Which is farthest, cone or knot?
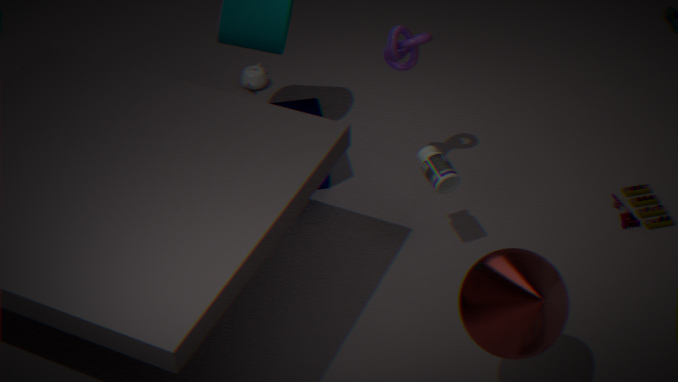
knot
